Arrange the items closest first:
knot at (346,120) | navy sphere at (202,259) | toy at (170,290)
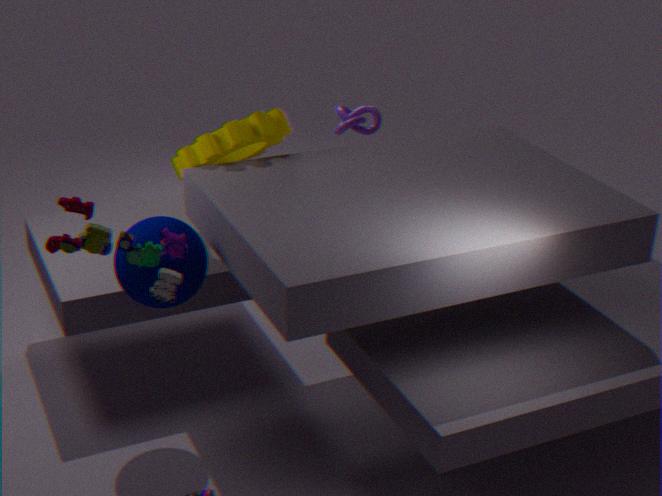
1. toy at (170,290)
2. navy sphere at (202,259)
3. knot at (346,120)
